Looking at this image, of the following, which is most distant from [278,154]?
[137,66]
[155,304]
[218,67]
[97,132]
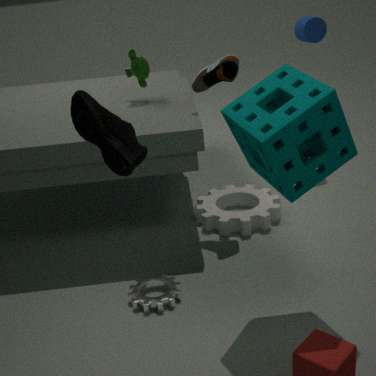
[137,66]
